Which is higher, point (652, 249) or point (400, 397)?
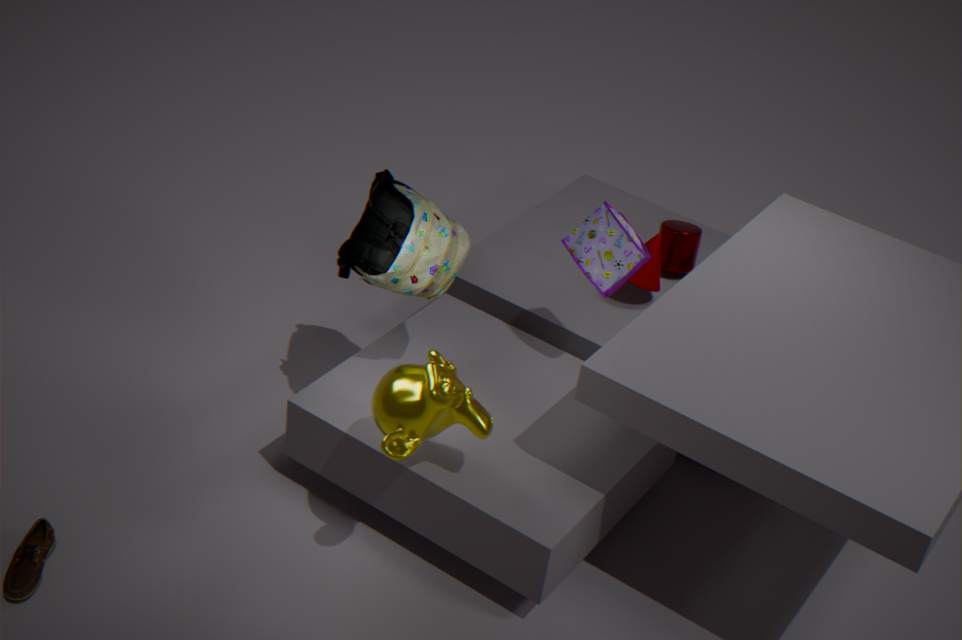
point (400, 397)
